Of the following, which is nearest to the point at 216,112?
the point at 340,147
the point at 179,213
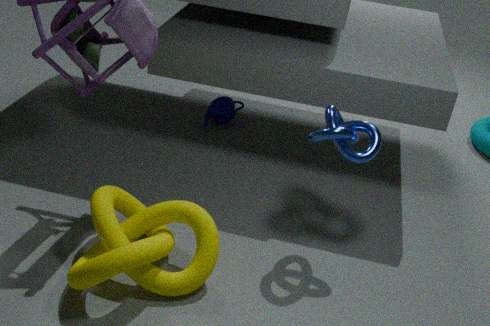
the point at 340,147
